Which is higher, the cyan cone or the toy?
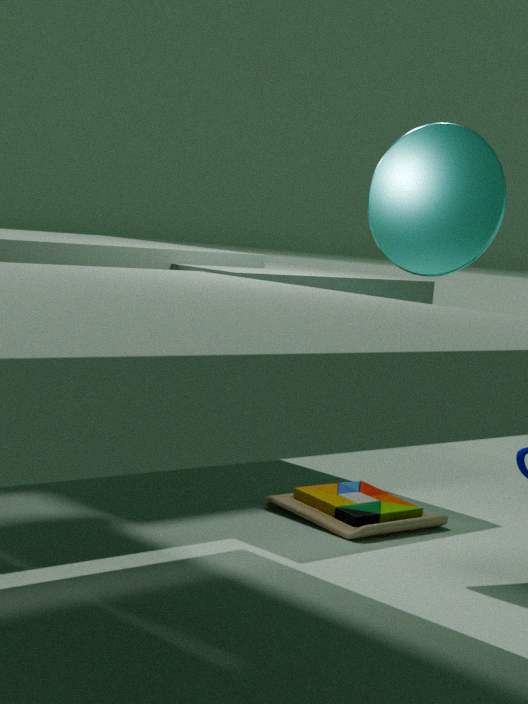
the cyan cone
